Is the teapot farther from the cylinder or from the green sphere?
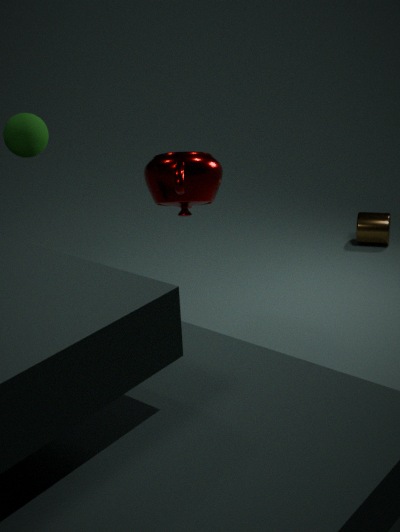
the cylinder
